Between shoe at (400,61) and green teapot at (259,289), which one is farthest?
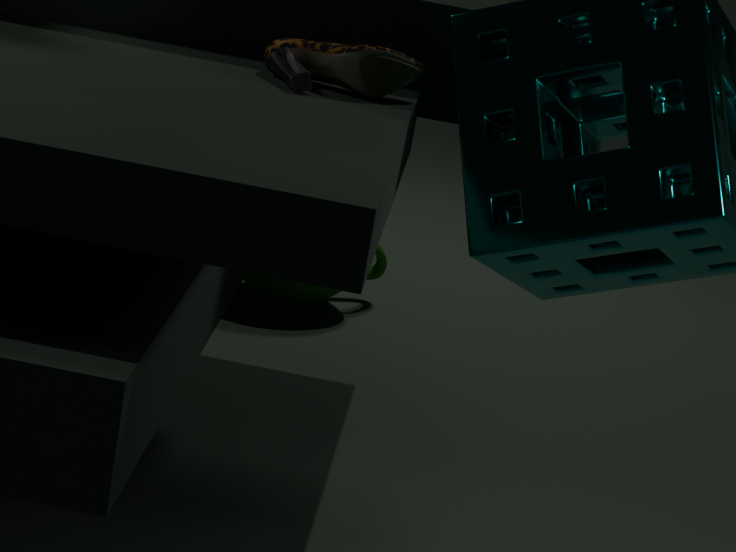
green teapot at (259,289)
